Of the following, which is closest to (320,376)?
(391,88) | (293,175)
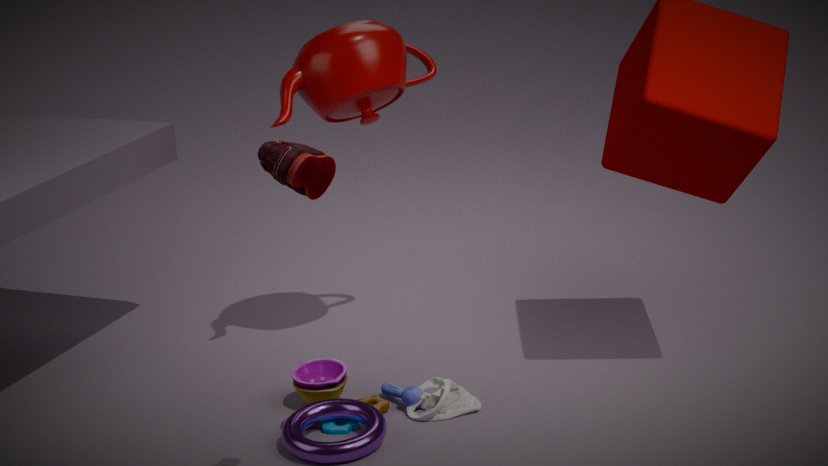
(391,88)
